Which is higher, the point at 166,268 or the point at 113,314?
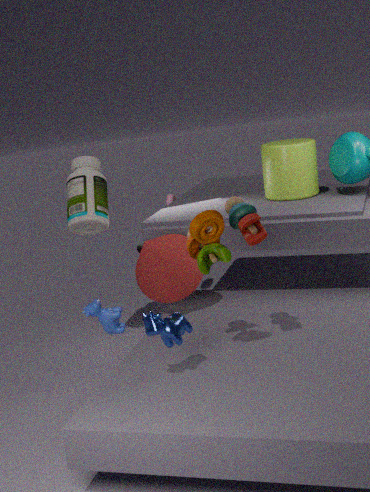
the point at 166,268
